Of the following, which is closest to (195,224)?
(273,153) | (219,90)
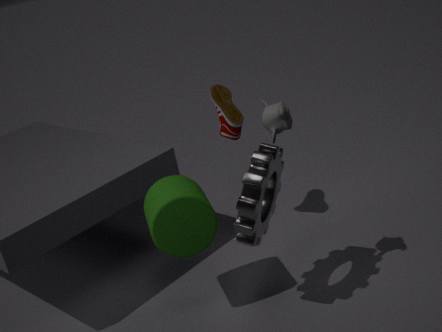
(273,153)
